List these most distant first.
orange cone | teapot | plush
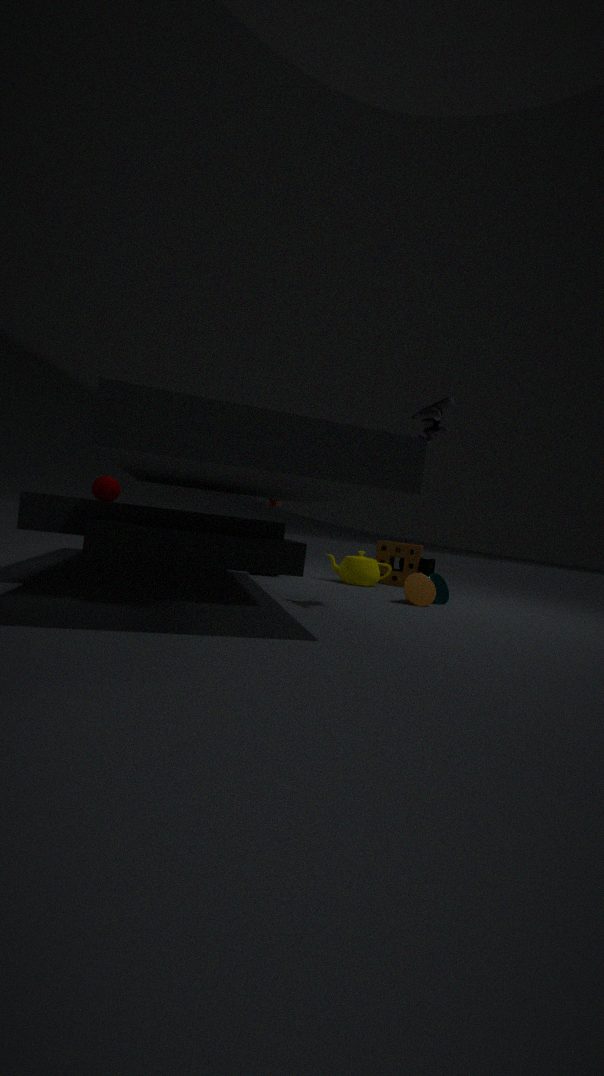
teapot < orange cone < plush
